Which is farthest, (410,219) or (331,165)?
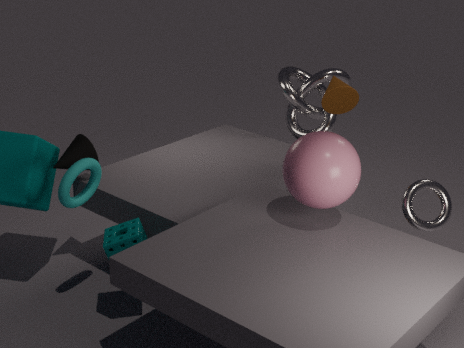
(410,219)
